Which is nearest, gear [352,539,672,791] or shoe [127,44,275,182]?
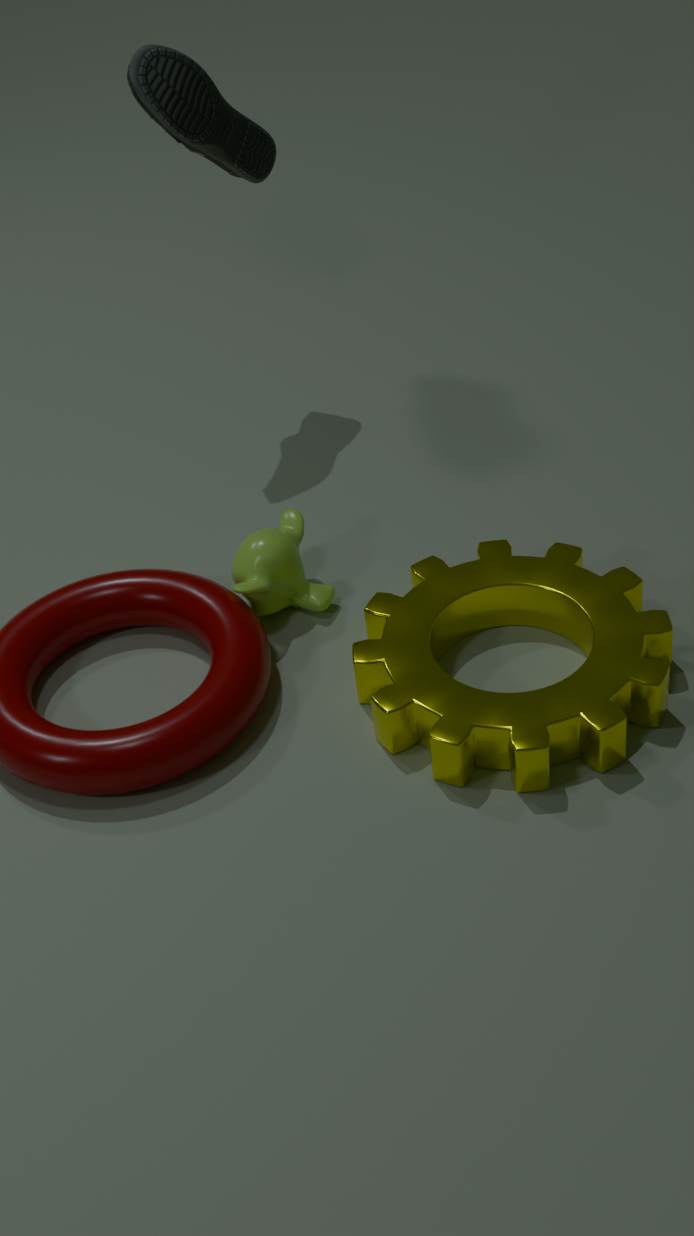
gear [352,539,672,791]
